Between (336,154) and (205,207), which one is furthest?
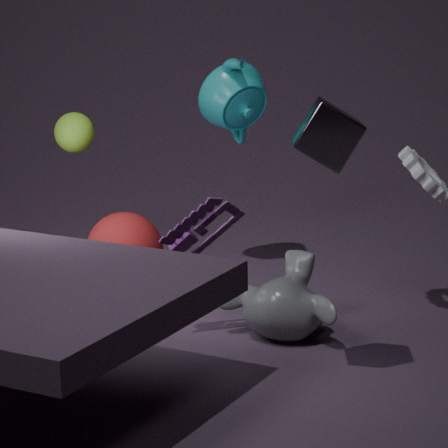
(205,207)
